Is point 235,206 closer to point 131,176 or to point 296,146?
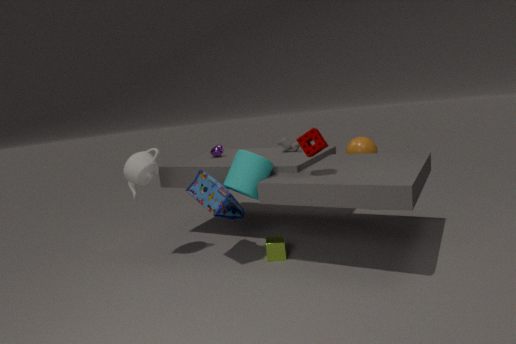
point 131,176
